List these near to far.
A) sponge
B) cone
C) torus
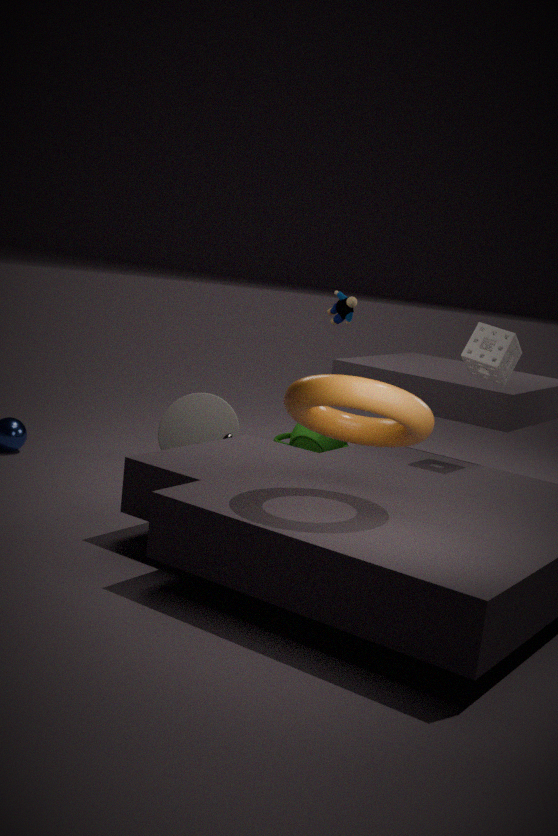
torus < sponge < cone
